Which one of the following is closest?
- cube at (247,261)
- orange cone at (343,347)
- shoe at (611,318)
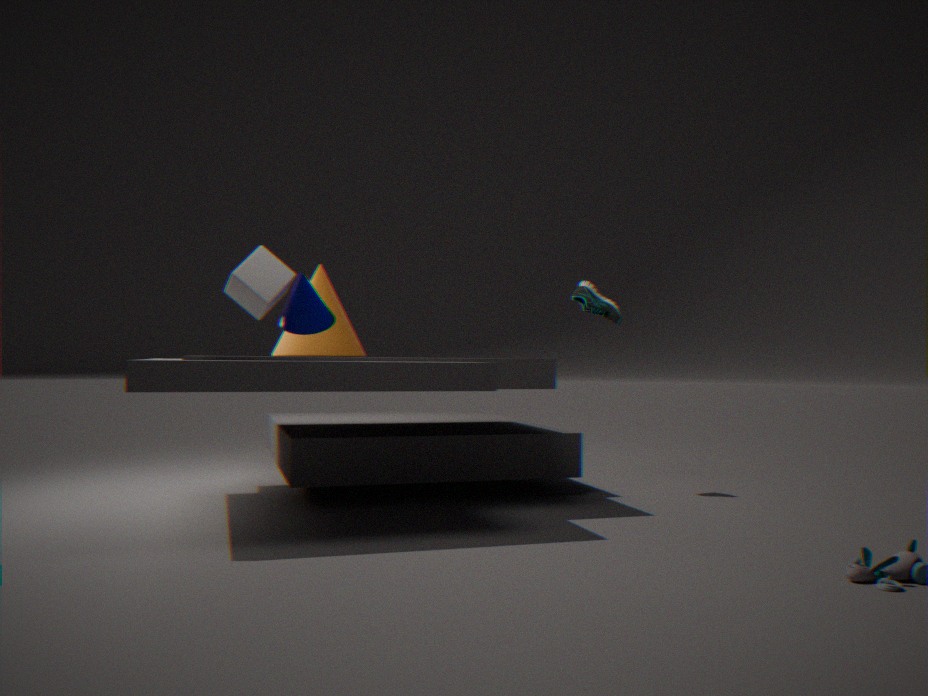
cube at (247,261)
